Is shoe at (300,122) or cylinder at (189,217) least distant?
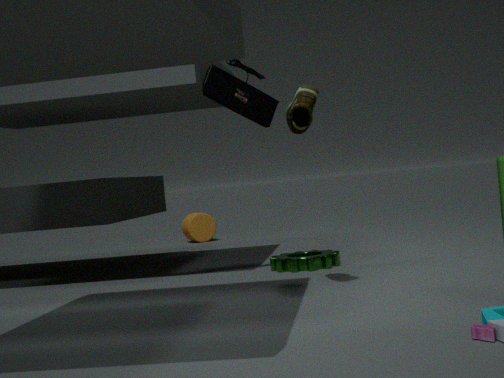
shoe at (300,122)
